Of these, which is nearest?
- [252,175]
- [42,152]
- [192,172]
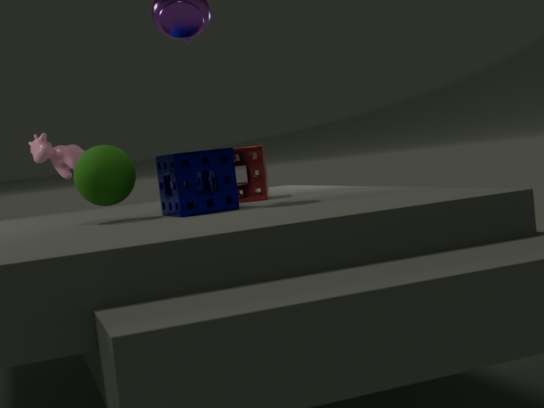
[192,172]
